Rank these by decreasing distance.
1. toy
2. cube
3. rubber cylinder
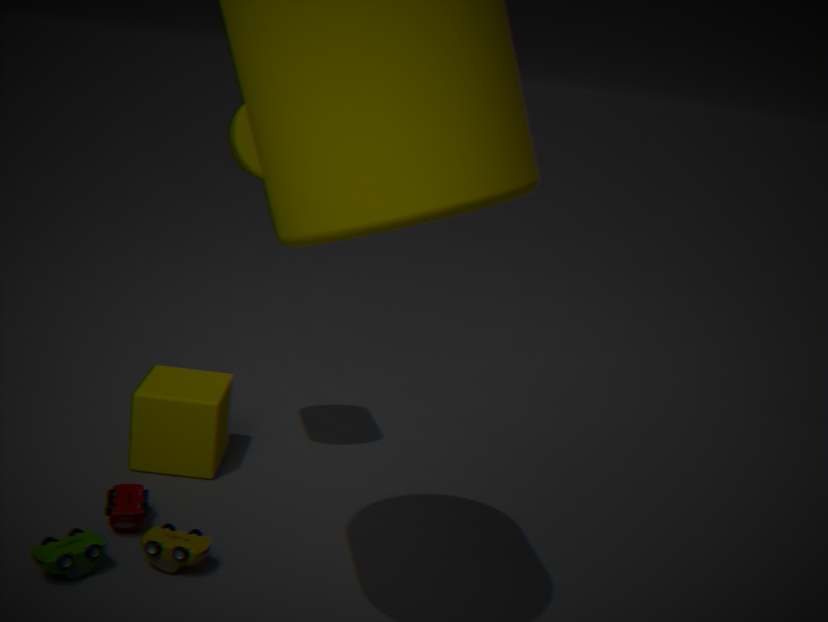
1. cube
2. rubber cylinder
3. toy
